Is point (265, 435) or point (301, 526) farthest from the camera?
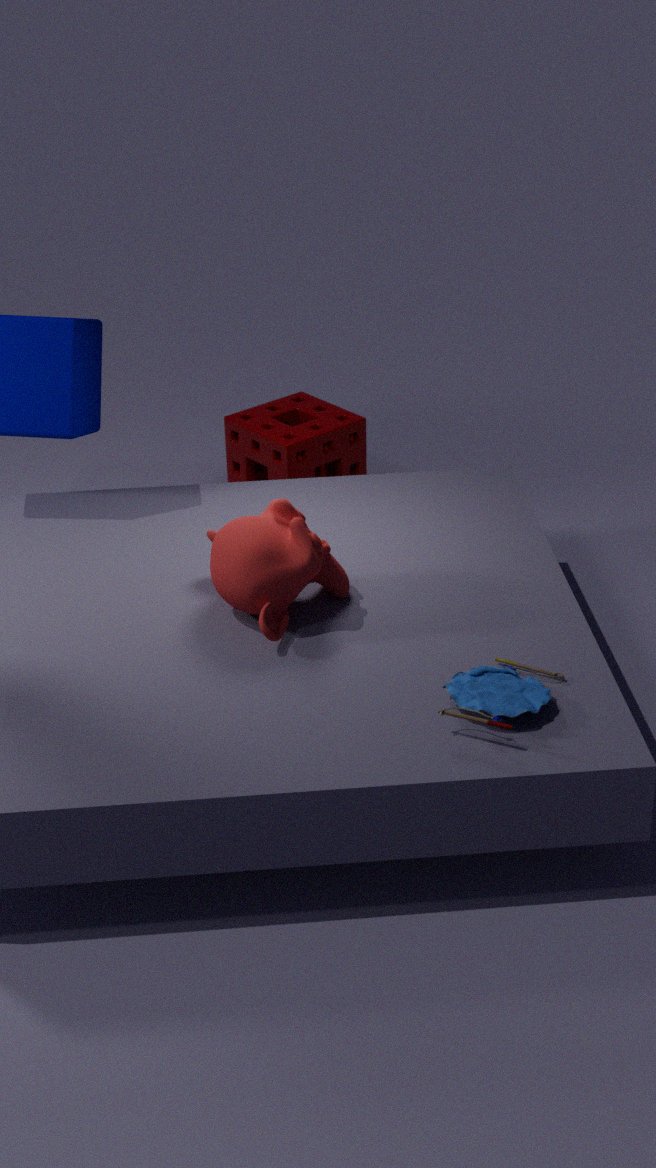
point (265, 435)
